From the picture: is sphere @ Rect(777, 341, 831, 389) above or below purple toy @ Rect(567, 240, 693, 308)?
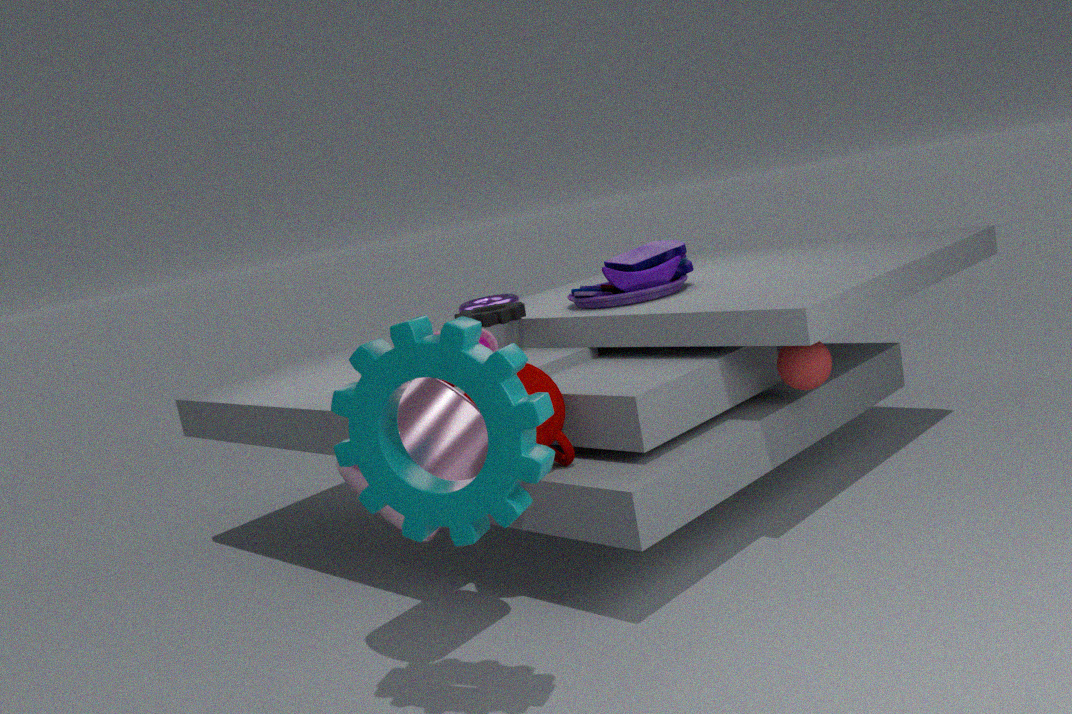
below
